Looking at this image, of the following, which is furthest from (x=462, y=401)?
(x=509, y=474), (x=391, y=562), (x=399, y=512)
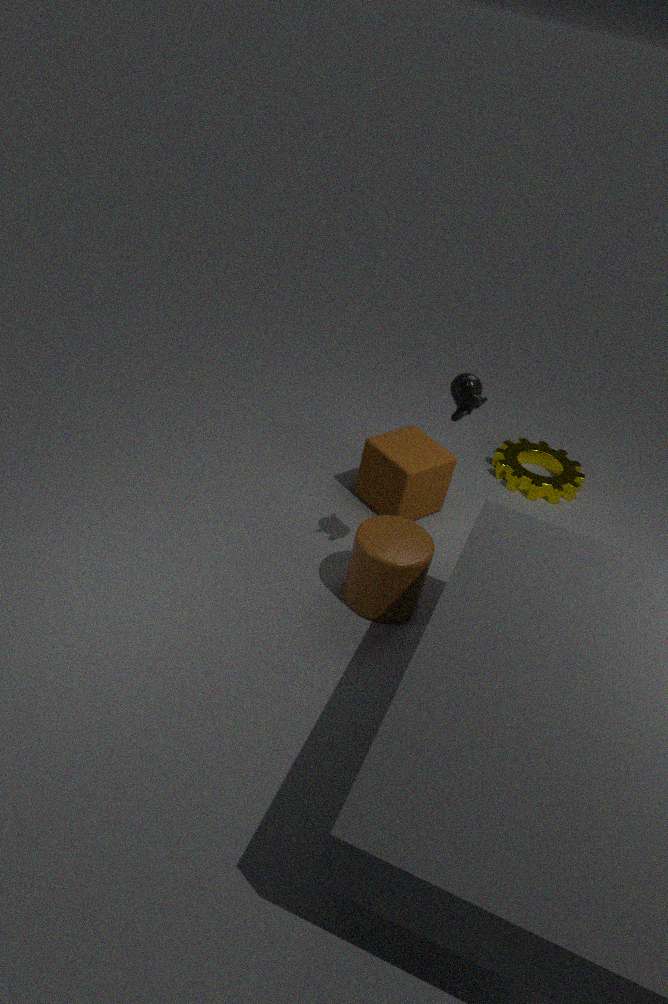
(x=509, y=474)
